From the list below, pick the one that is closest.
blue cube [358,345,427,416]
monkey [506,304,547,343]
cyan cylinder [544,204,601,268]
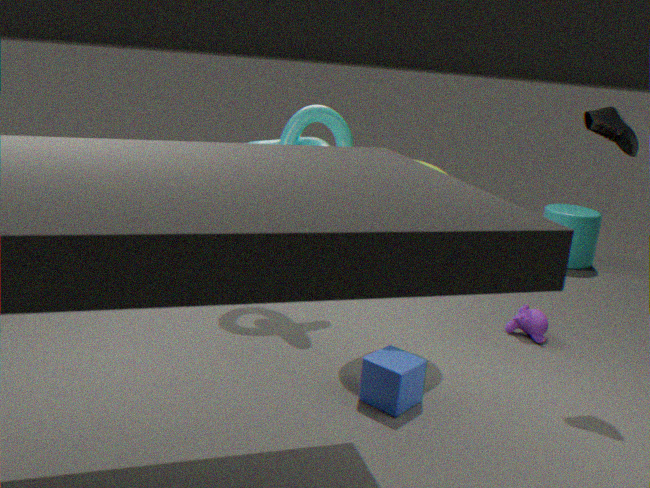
blue cube [358,345,427,416]
